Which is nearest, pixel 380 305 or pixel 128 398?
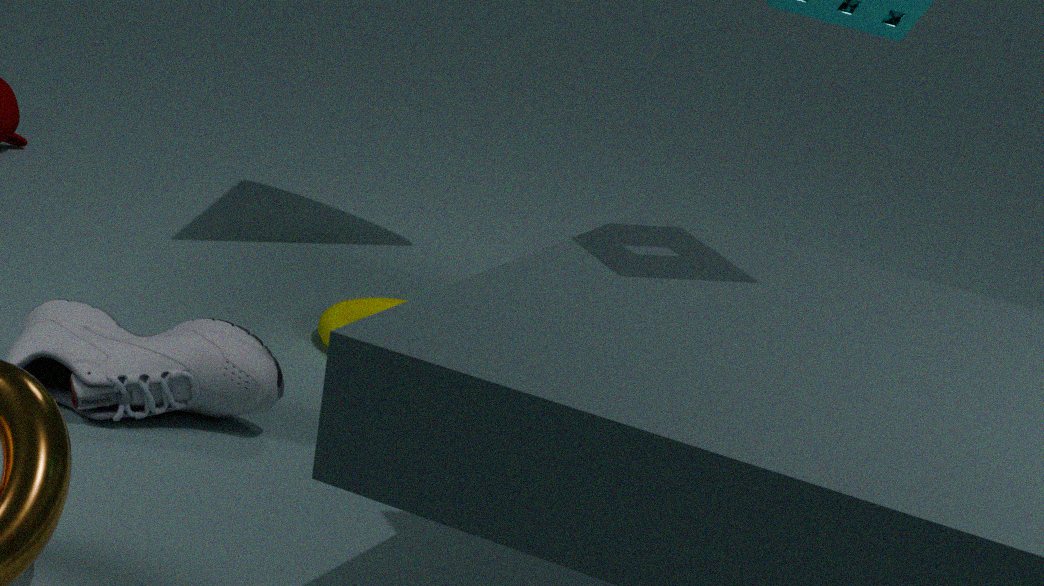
pixel 128 398
